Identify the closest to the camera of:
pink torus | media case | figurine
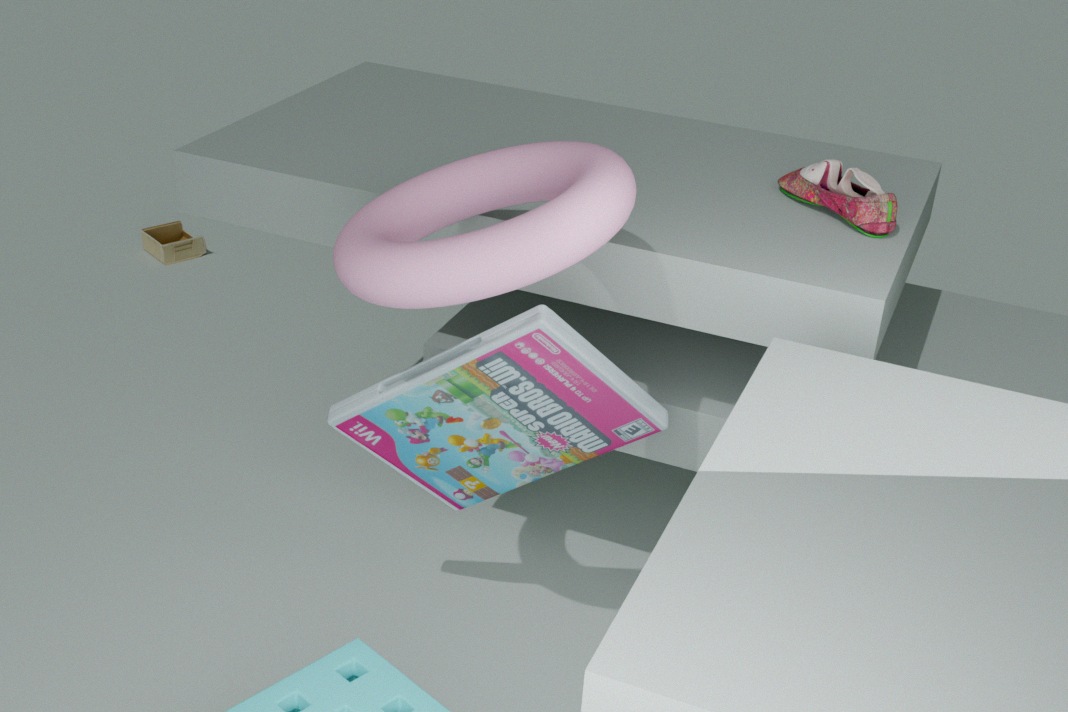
pink torus
